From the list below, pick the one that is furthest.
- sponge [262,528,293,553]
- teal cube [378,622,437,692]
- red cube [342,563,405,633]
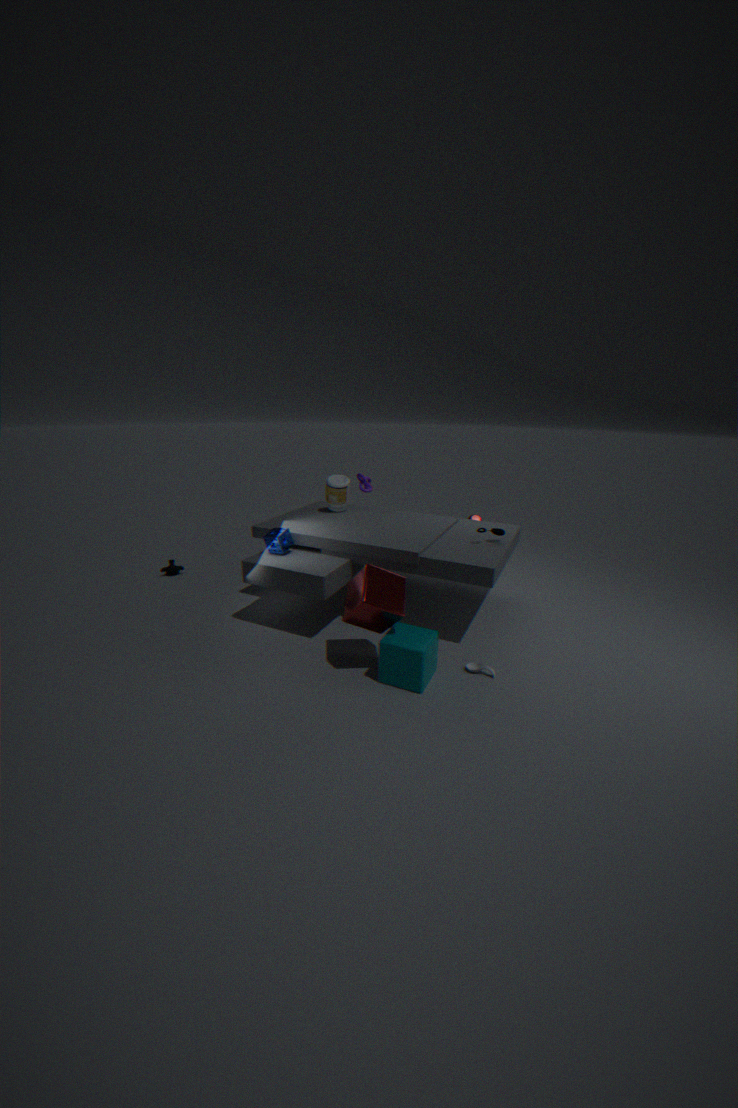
sponge [262,528,293,553]
